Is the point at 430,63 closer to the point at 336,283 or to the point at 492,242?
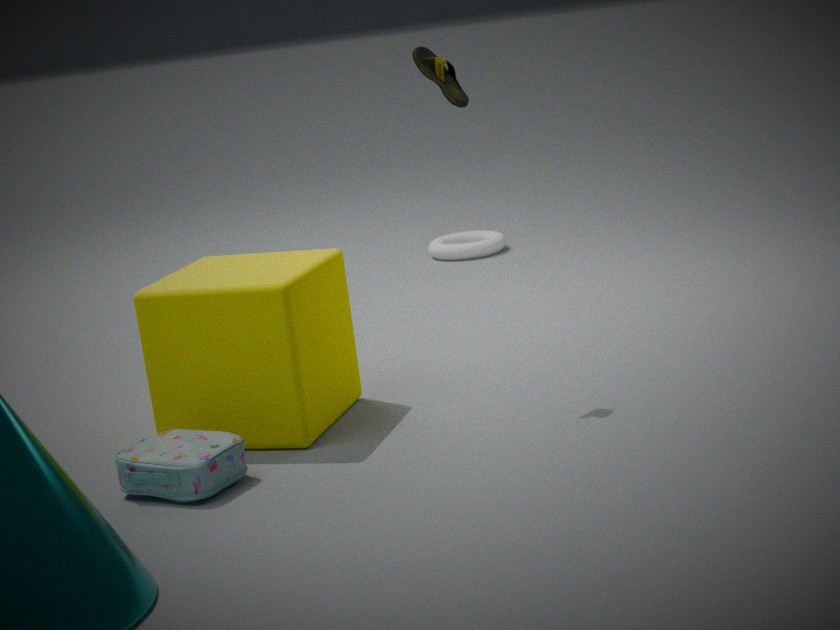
the point at 336,283
